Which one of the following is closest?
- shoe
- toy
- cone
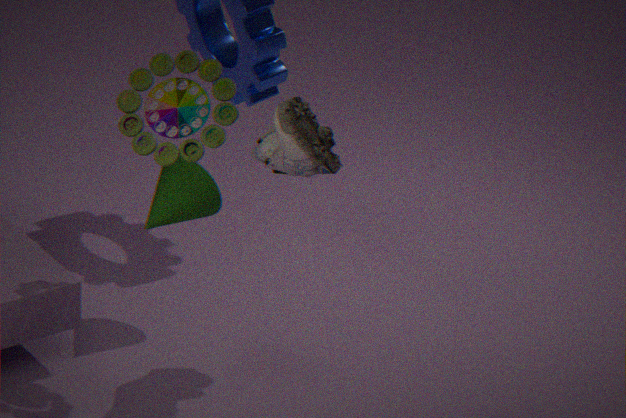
shoe
